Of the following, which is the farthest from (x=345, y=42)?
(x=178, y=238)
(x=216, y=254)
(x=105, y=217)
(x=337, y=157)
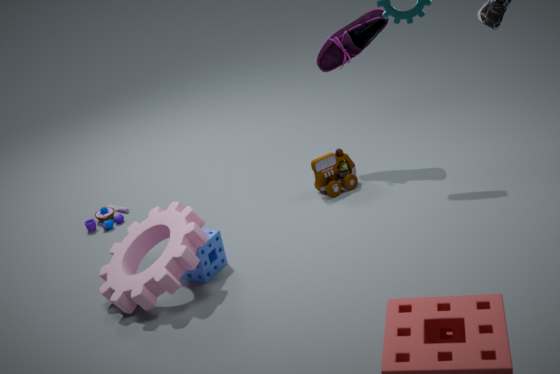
(x=105, y=217)
